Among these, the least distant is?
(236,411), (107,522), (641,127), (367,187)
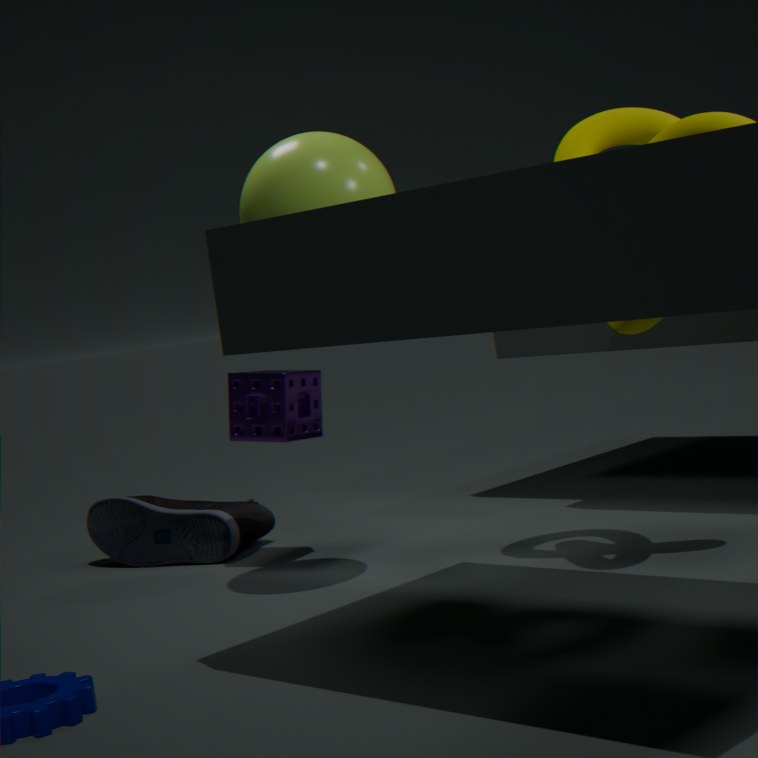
(367,187)
